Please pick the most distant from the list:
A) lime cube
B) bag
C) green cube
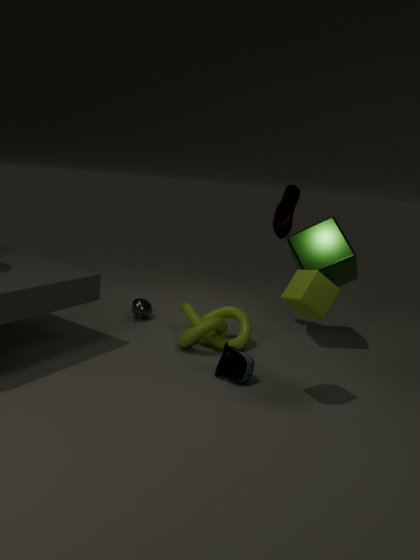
green cube
